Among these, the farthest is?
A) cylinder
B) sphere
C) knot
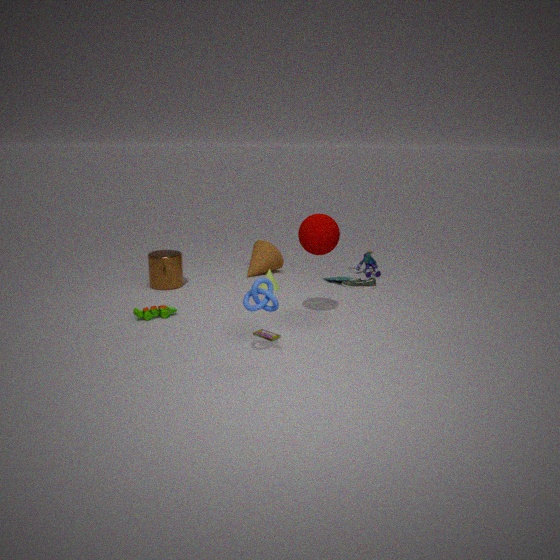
cylinder
